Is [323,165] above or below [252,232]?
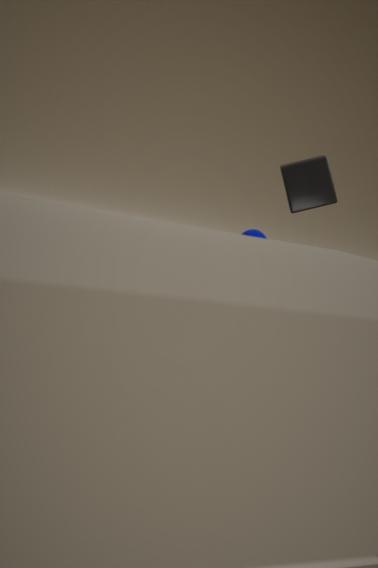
above
